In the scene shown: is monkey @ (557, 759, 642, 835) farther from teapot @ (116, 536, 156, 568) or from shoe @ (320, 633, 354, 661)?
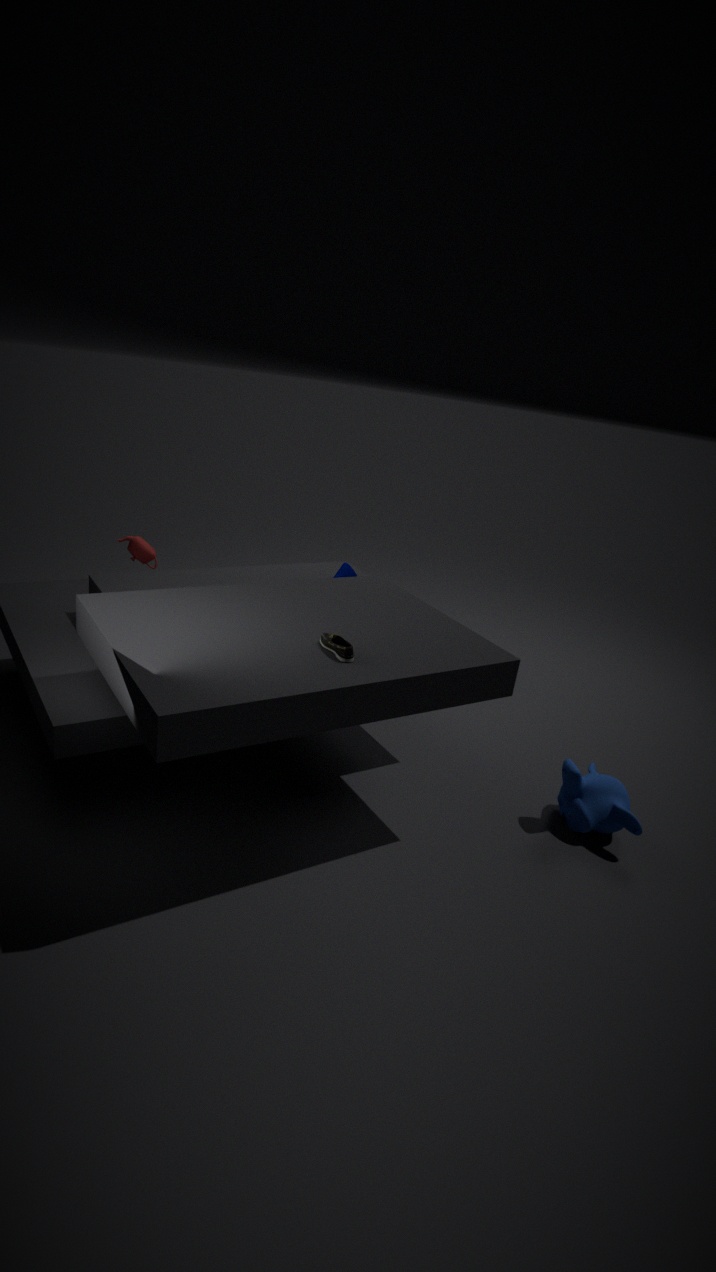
teapot @ (116, 536, 156, 568)
